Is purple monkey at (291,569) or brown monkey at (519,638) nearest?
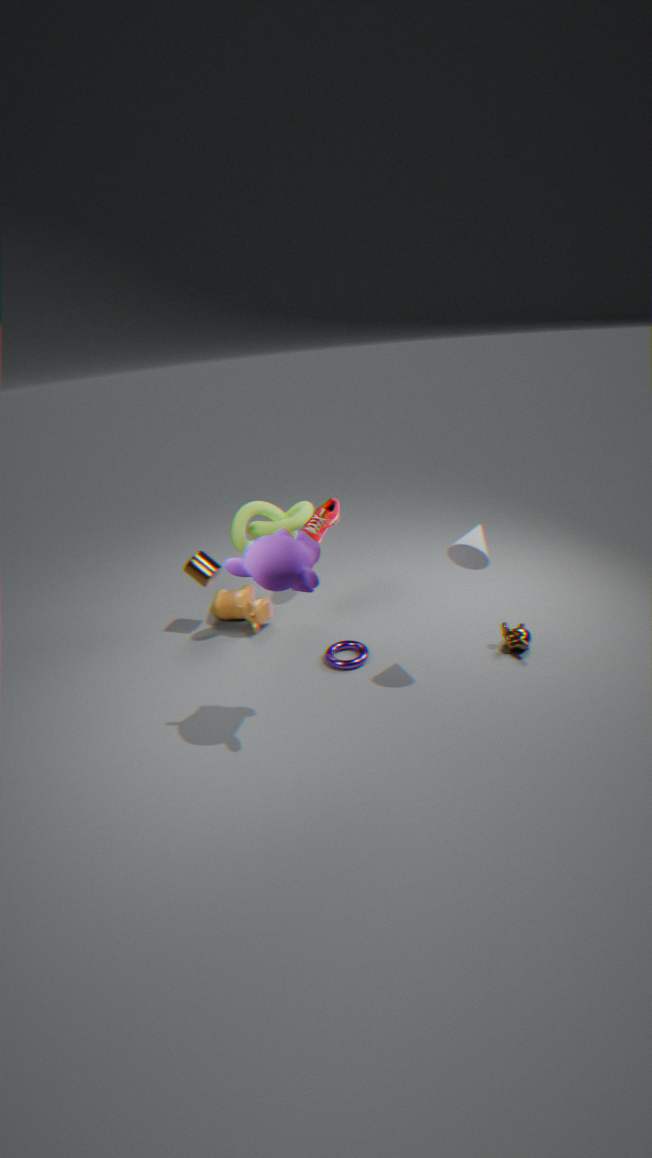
purple monkey at (291,569)
